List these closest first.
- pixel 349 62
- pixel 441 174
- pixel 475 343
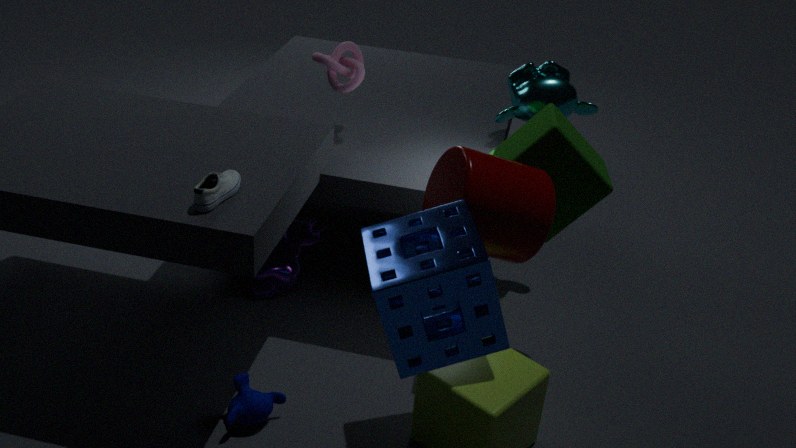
pixel 475 343 → pixel 441 174 → pixel 349 62
